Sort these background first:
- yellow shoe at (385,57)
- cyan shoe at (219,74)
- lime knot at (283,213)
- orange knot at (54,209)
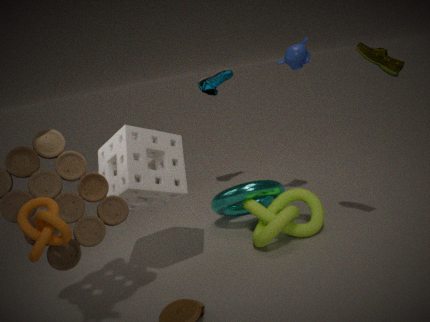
1. cyan shoe at (219,74)
2. lime knot at (283,213)
3. yellow shoe at (385,57)
4. orange knot at (54,209)
